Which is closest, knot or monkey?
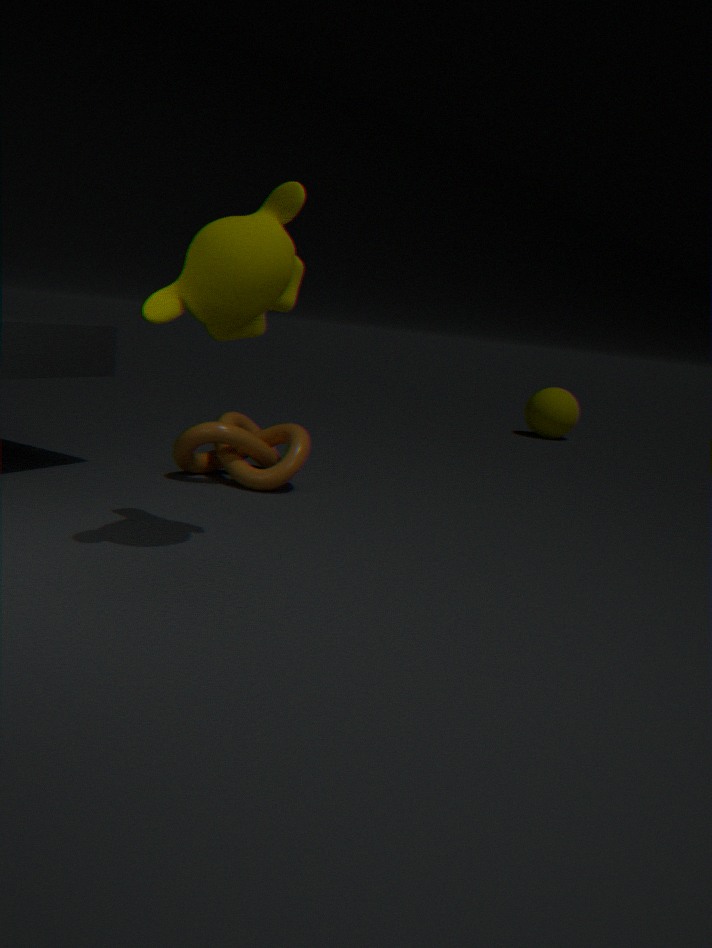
monkey
